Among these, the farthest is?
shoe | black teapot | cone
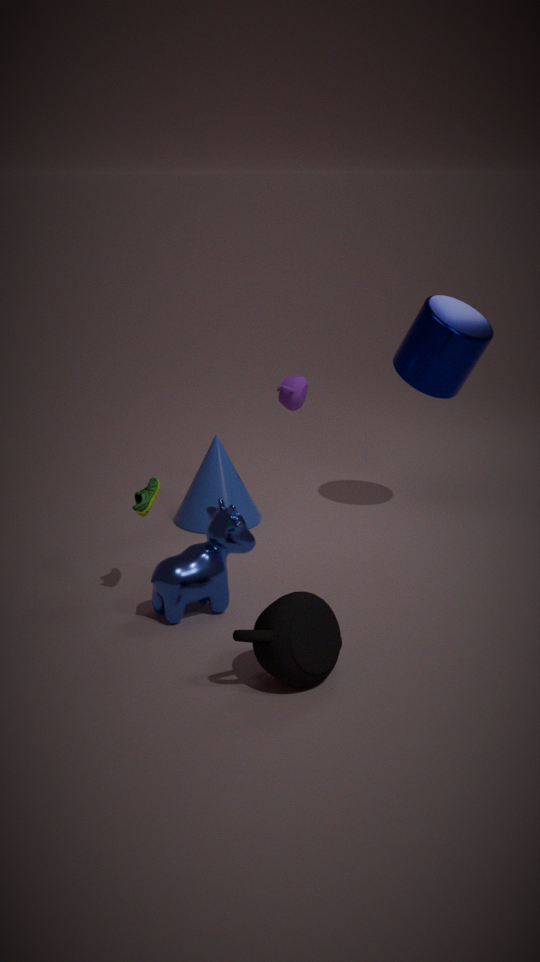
cone
